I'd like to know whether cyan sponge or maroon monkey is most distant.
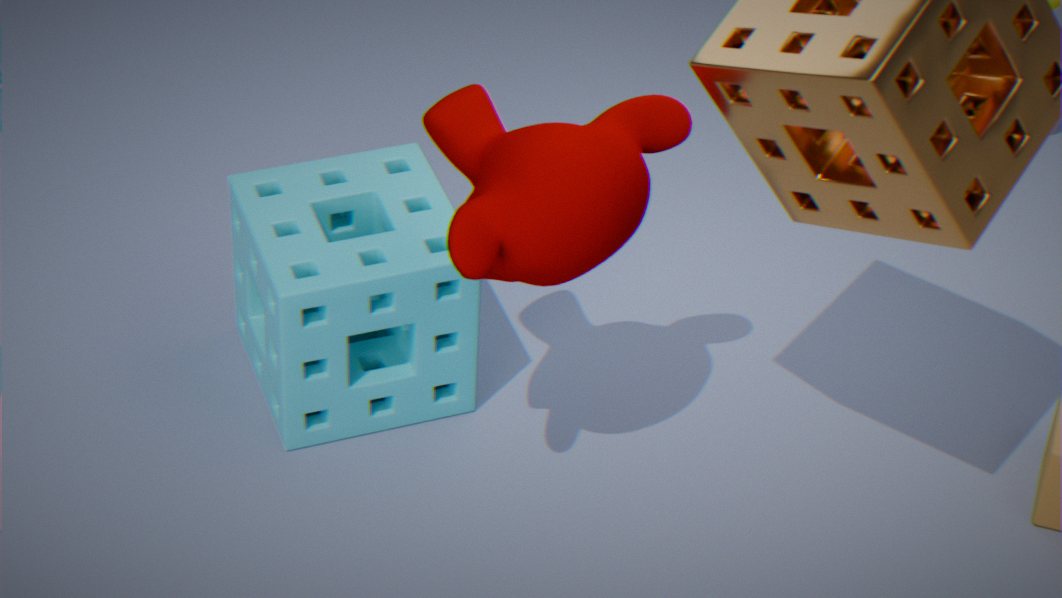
cyan sponge
